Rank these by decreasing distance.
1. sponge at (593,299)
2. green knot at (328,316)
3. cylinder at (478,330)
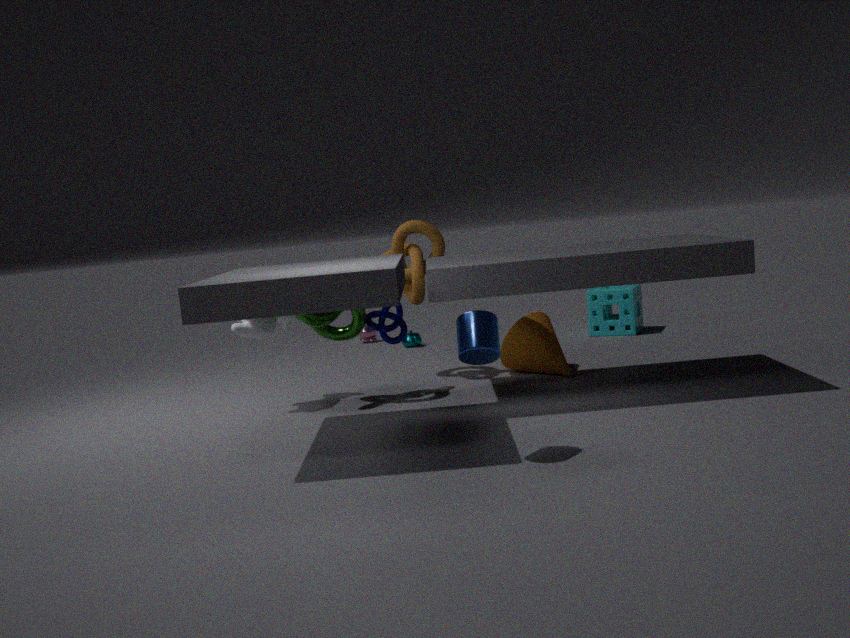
1. sponge at (593,299)
2. green knot at (328,316)
3. cylinder at (478,330)
